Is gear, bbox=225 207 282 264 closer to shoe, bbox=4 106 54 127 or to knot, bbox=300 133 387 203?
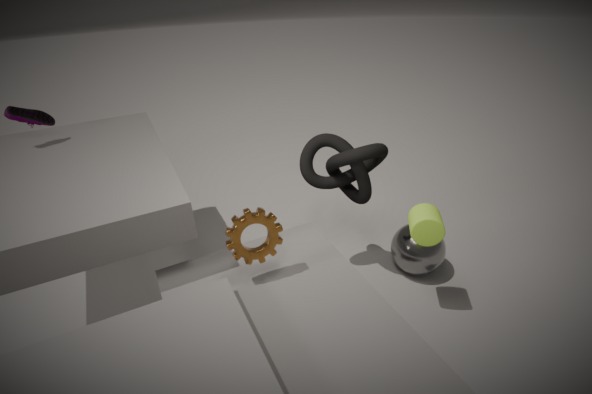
knot, bbox=300 133 387 203
